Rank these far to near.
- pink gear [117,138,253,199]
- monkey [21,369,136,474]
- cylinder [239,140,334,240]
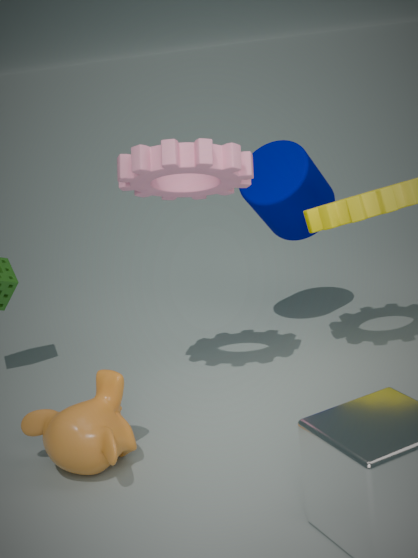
1. cylinder [239,140,334,240]
2. pink gear [117,138,253,199]
3. monkey [21,369,136,474]
